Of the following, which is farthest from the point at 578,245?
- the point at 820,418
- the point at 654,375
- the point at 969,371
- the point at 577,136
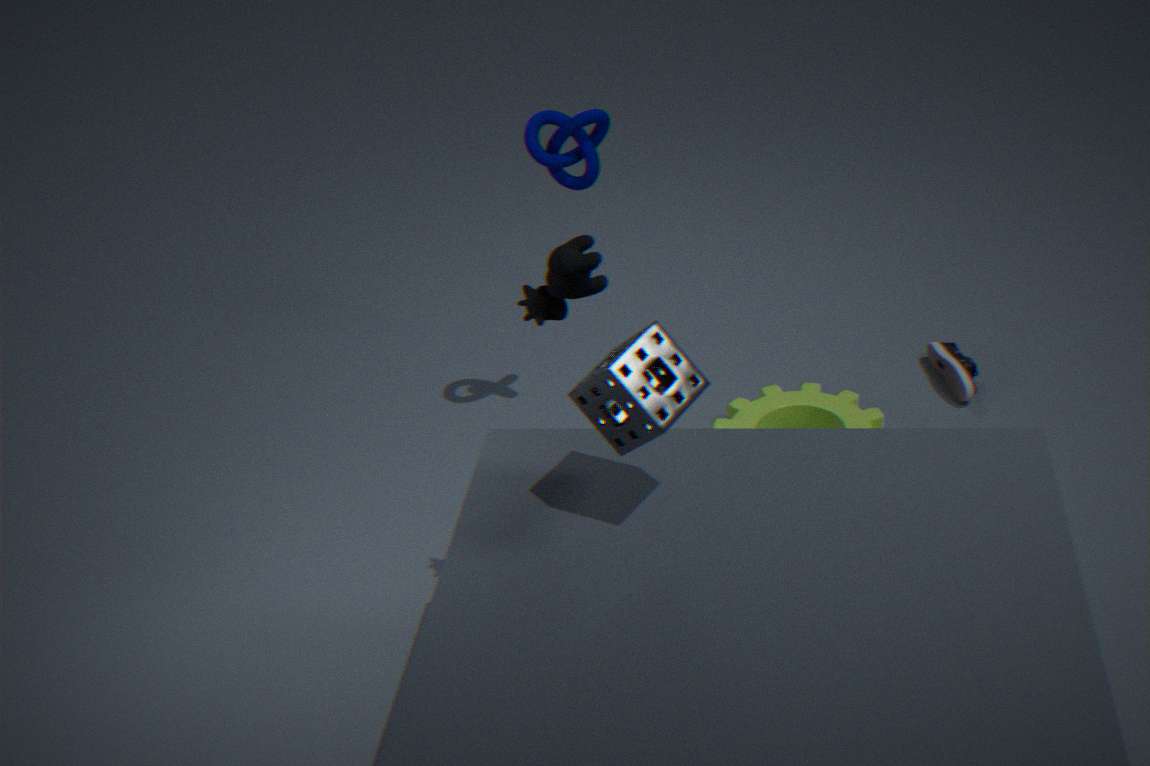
the point at 969,371
